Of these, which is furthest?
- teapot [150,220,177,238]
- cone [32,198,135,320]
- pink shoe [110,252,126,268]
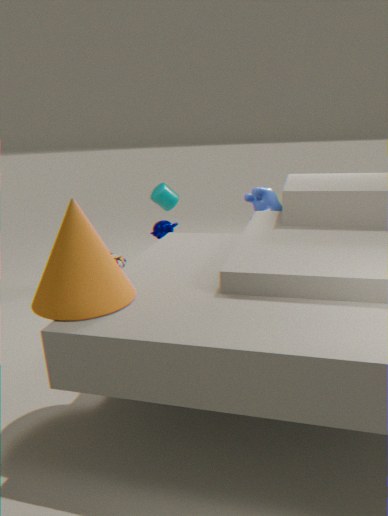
pink shoe [110,252,126,268]
